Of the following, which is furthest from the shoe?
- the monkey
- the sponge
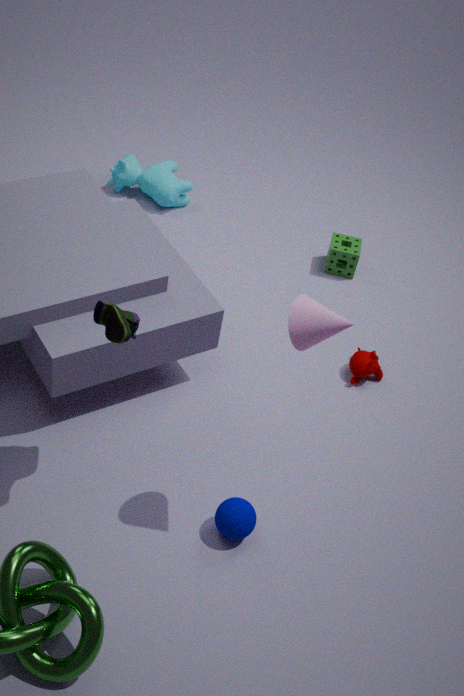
the sponge
